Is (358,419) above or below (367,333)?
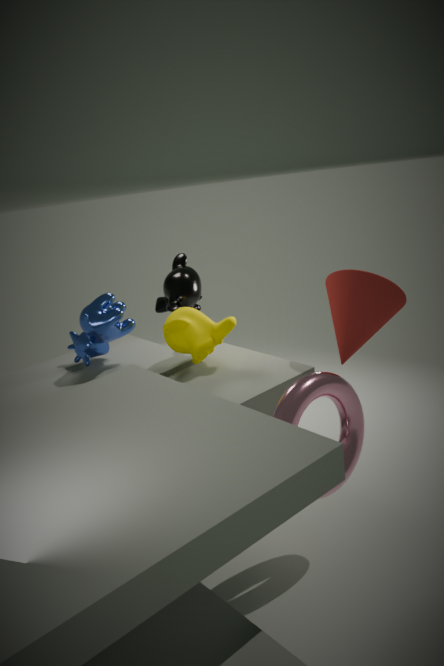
below
